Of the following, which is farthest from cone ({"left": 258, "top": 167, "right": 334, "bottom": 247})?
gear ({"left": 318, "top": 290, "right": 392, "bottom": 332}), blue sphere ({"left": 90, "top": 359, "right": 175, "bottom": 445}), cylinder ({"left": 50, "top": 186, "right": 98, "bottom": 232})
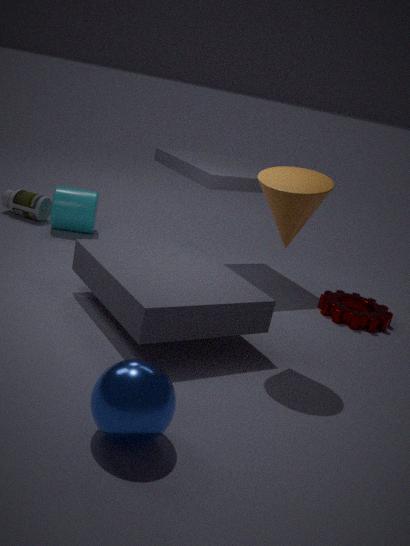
cylinder ({"left": 50, "top": 186, "right": 98, "bottom": 232})
